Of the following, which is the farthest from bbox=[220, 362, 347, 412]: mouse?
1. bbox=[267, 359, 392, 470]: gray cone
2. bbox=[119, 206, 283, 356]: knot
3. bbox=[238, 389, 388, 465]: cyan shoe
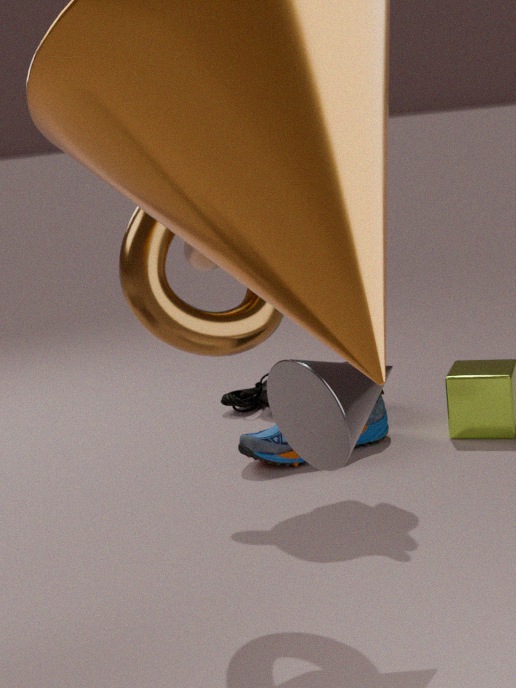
bbox=[267, 359, 392, 470]: gray cone
